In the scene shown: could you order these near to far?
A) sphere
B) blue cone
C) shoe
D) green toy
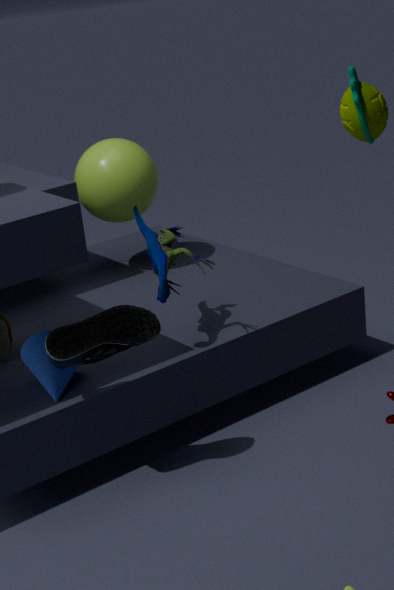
1. shoe
2. blue cone
3. green toy
4. sphere
